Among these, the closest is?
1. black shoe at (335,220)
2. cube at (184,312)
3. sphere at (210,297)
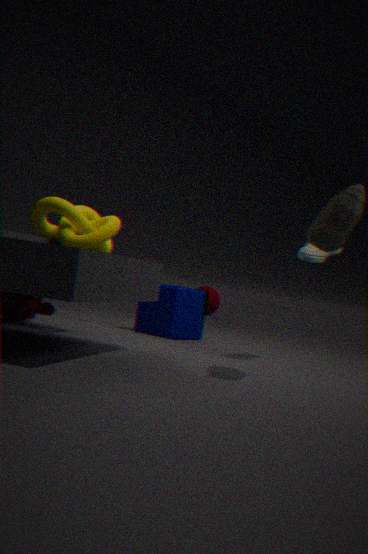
black shoe at (335,220)
